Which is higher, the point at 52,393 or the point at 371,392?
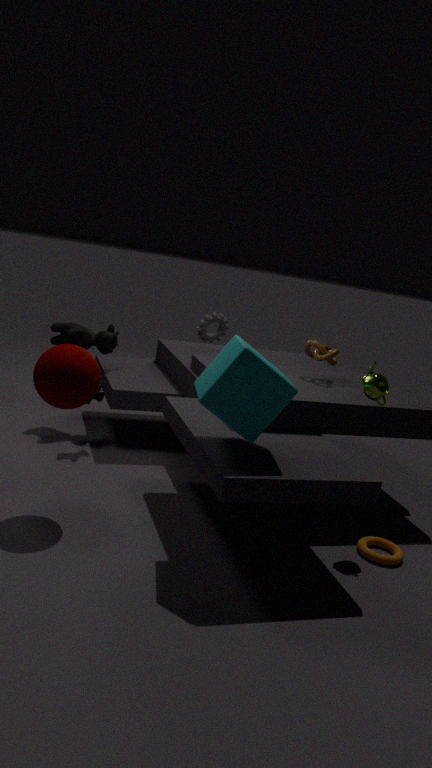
the point at 371,392
